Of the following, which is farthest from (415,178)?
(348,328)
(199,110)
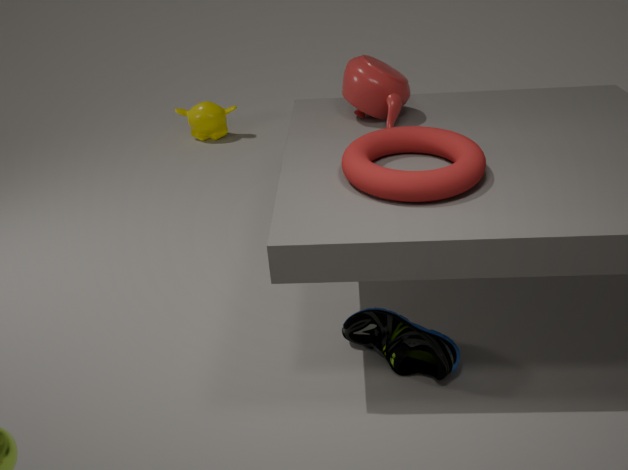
(199,110)
